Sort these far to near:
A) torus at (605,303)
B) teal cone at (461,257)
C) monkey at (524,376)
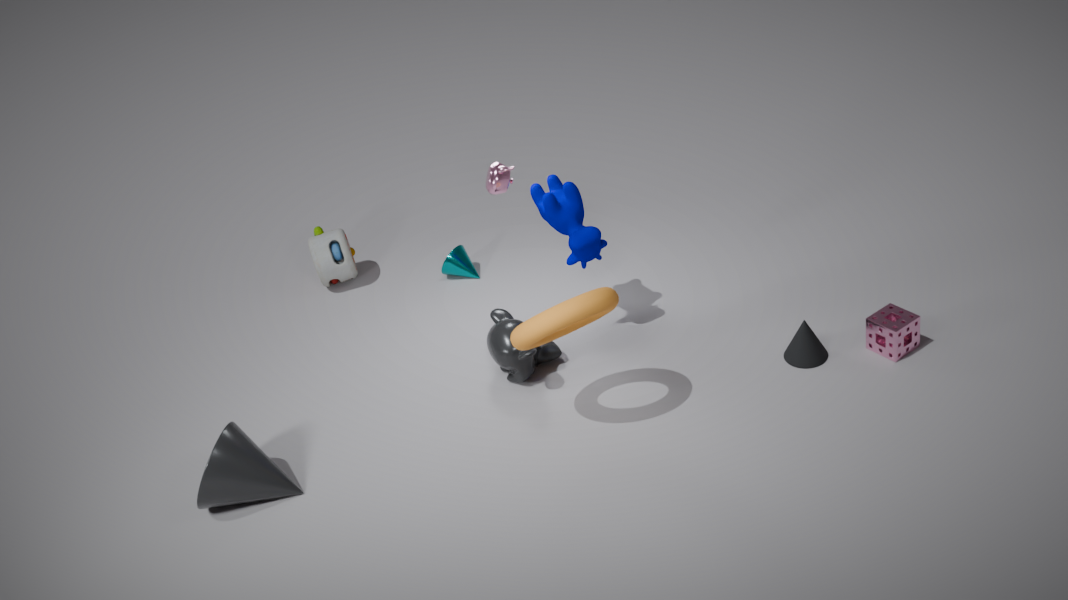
teal cone at (461,257)
monkey at (524,376)
torus at (605,303)
